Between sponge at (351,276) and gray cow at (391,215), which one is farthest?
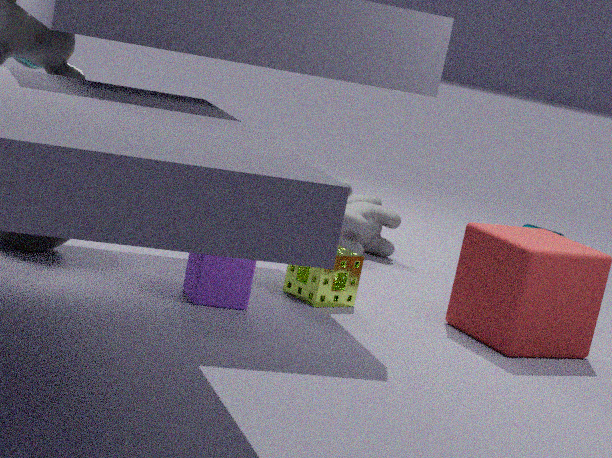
gray cow at (391,215)
